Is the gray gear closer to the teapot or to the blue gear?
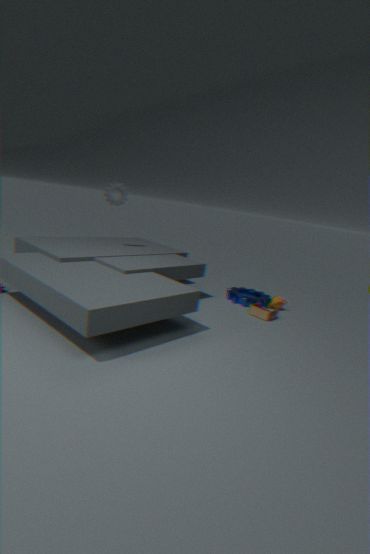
the blue gear
